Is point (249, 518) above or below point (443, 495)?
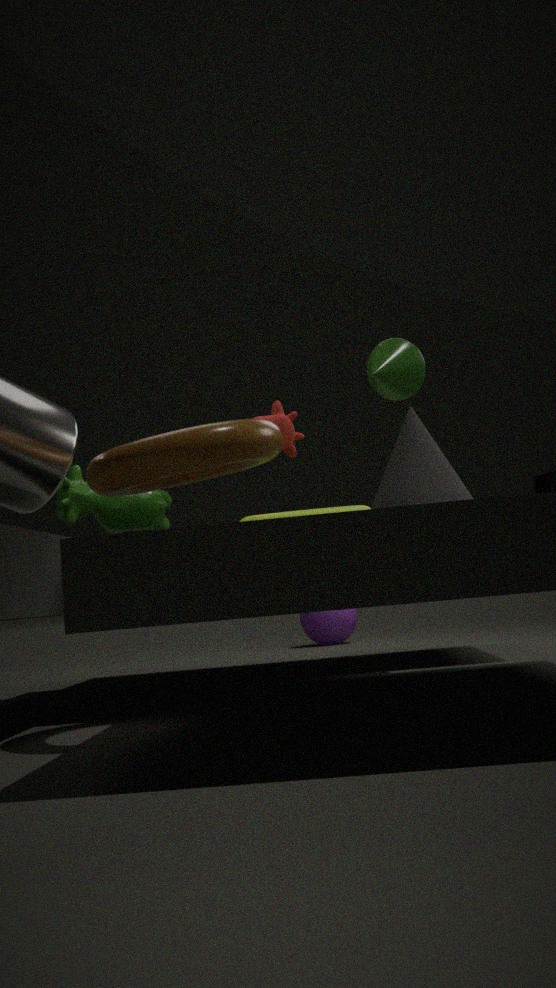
above
